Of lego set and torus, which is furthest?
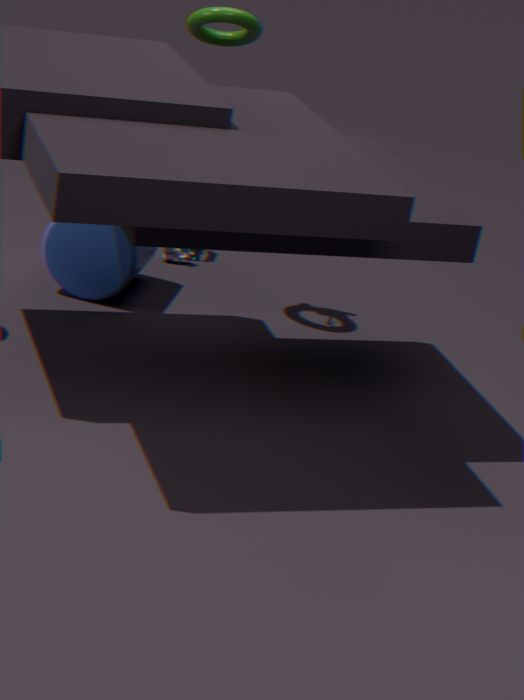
lego set
